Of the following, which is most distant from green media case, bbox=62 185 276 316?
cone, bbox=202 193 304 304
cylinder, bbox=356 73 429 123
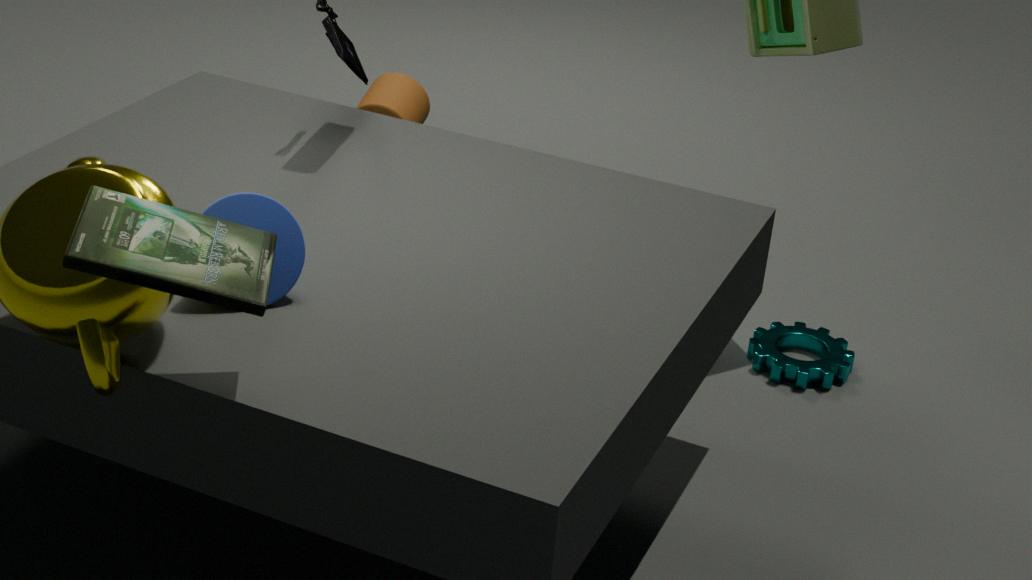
cylinder, bbox=356 73 429 123
